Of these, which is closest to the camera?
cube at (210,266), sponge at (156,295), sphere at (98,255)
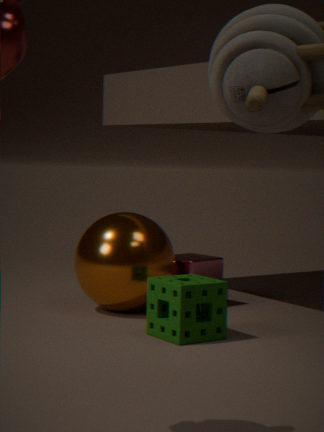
sponge at (156,295)
